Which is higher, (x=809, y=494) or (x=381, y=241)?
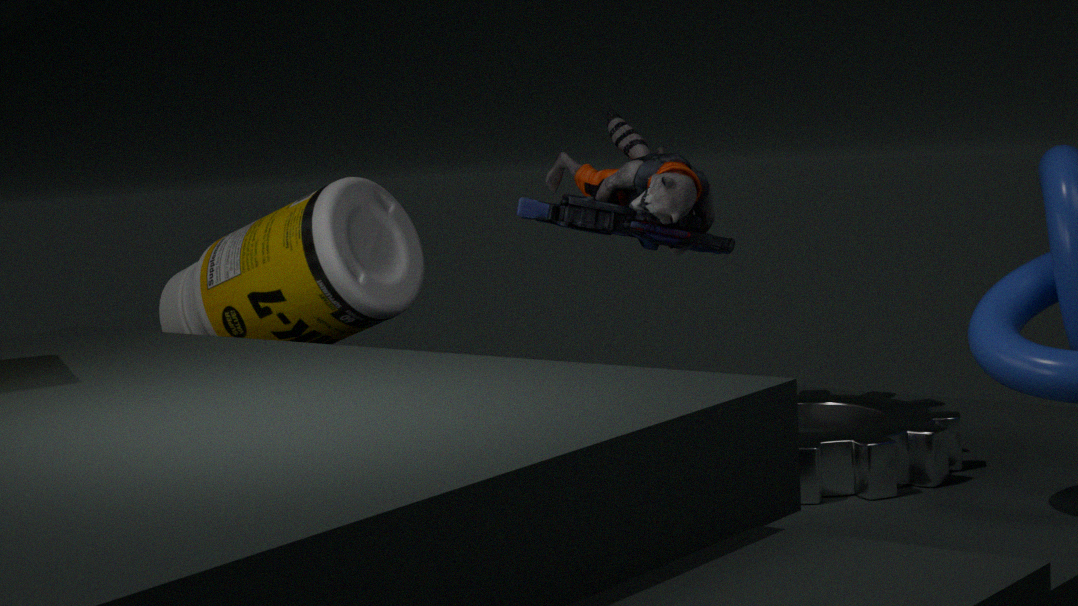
(x=381, y=241)
